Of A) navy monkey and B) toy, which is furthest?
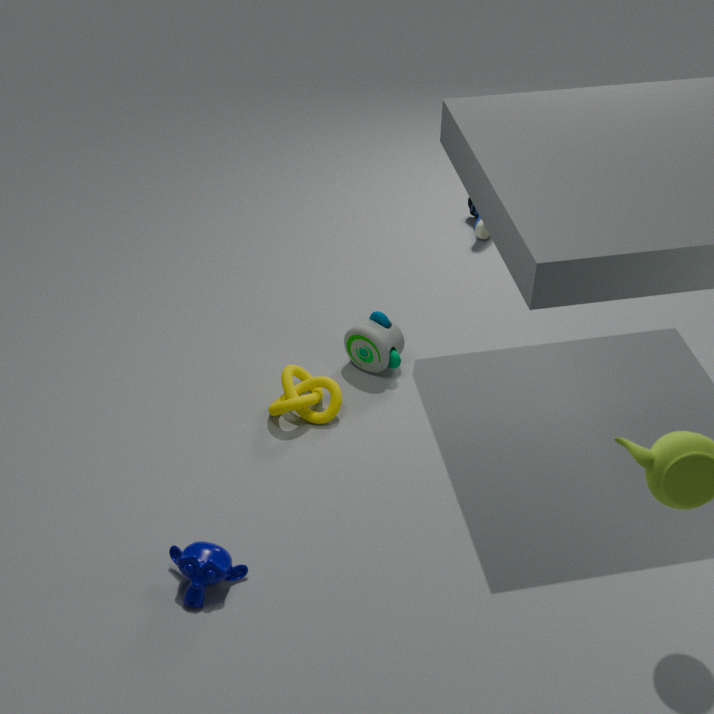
B. toy
